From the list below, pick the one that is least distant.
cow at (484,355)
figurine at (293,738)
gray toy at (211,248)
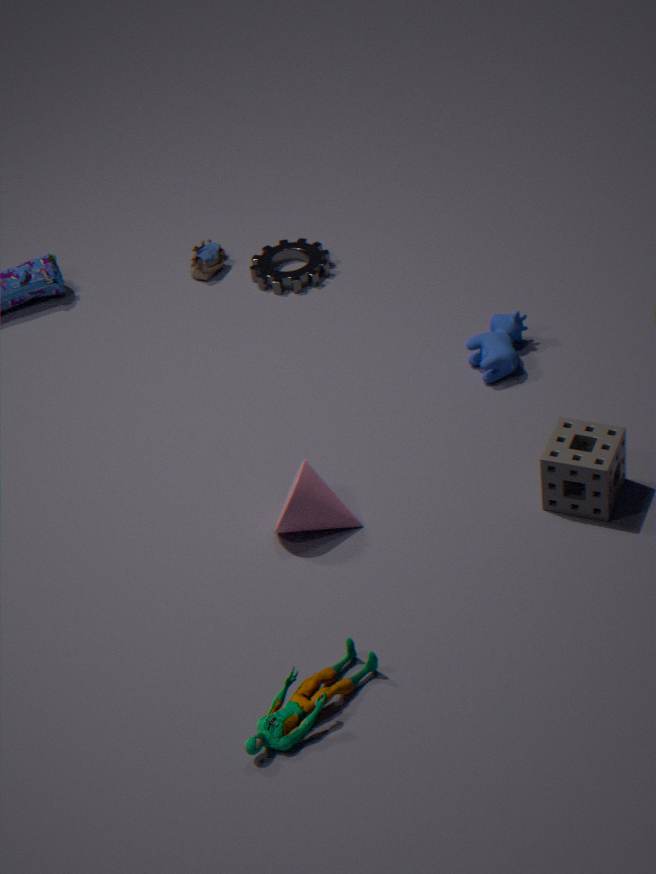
figurine at (293,738)
